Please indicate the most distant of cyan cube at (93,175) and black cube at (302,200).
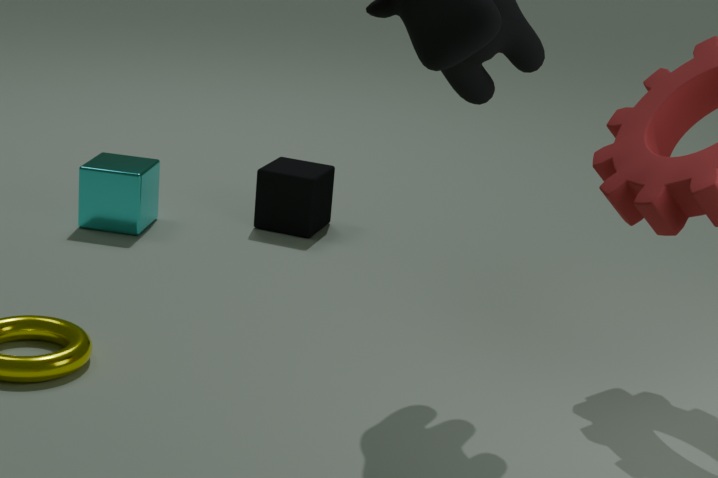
black cube at (302,200)
